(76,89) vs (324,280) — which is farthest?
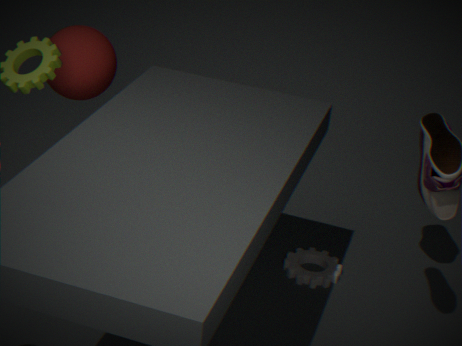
(76,89)
